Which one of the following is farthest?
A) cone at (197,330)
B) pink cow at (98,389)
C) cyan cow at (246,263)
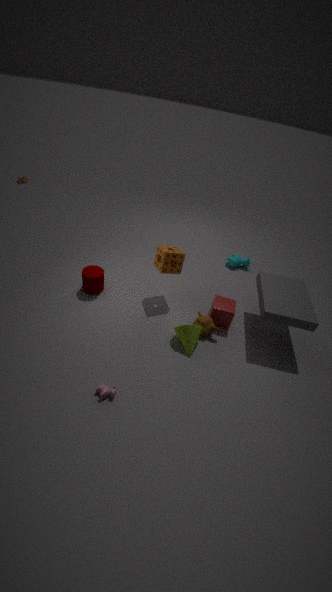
cyan cow at (246,263)
